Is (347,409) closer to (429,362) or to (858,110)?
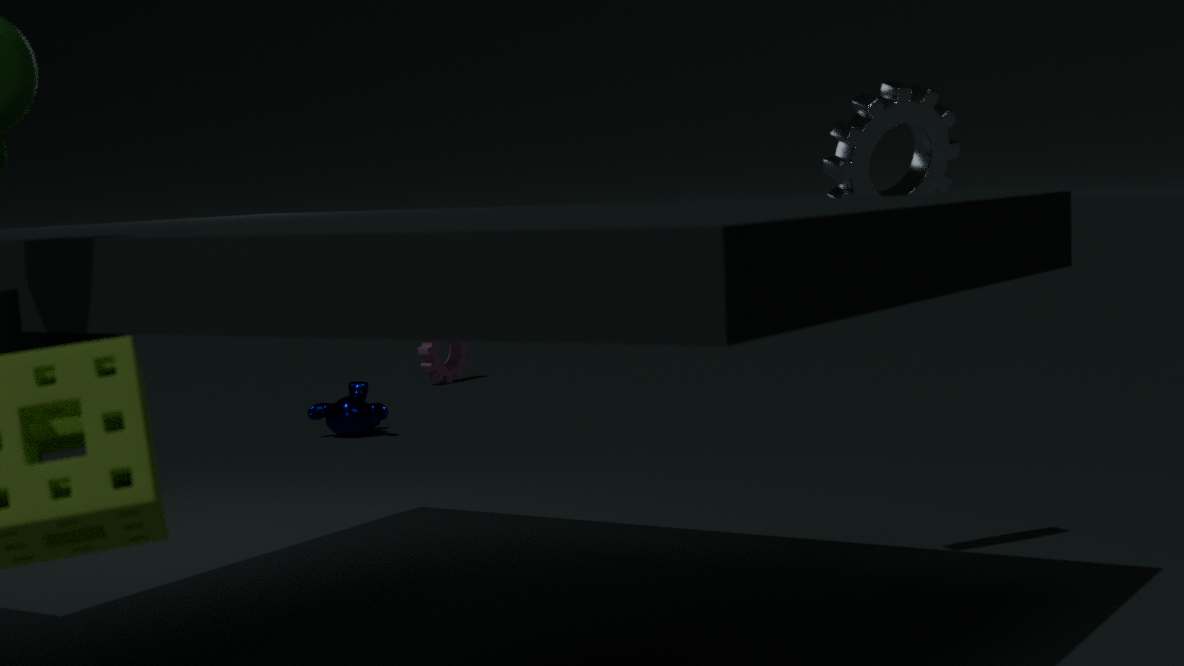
(429,362)
